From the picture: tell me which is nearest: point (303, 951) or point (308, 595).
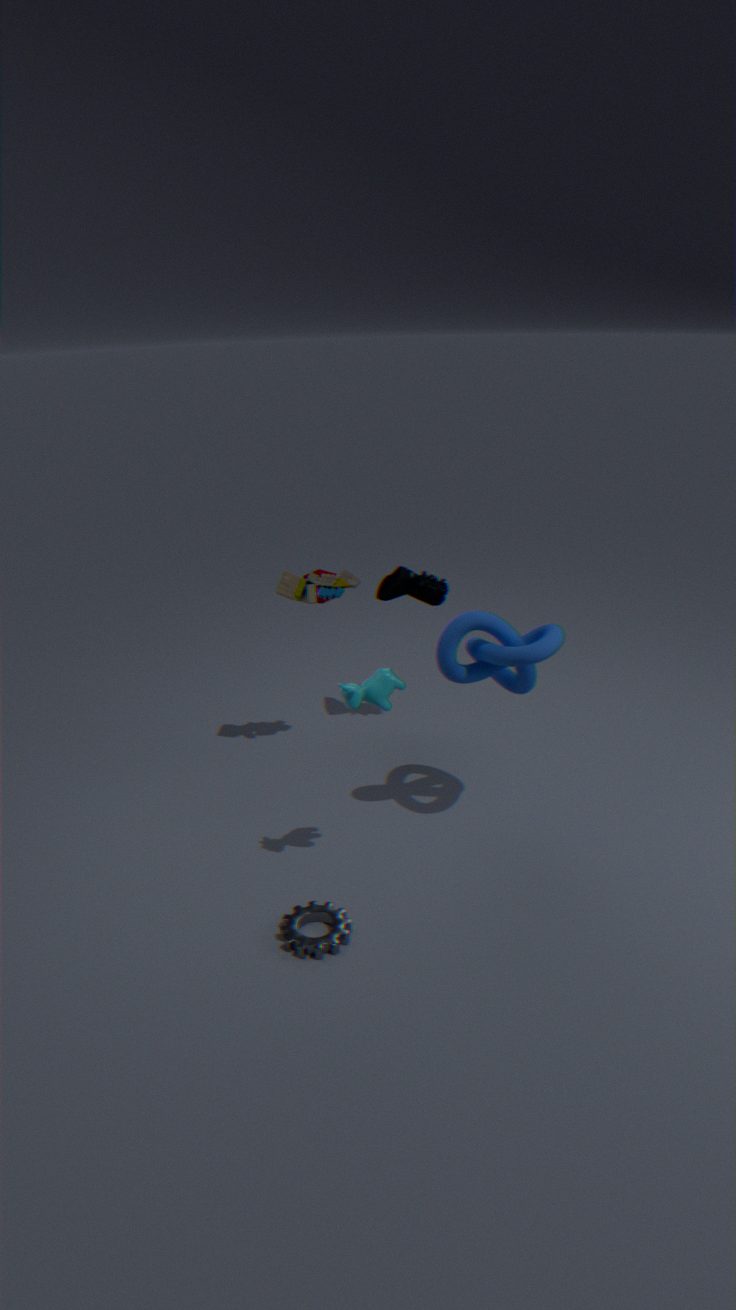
point (303, 951)
